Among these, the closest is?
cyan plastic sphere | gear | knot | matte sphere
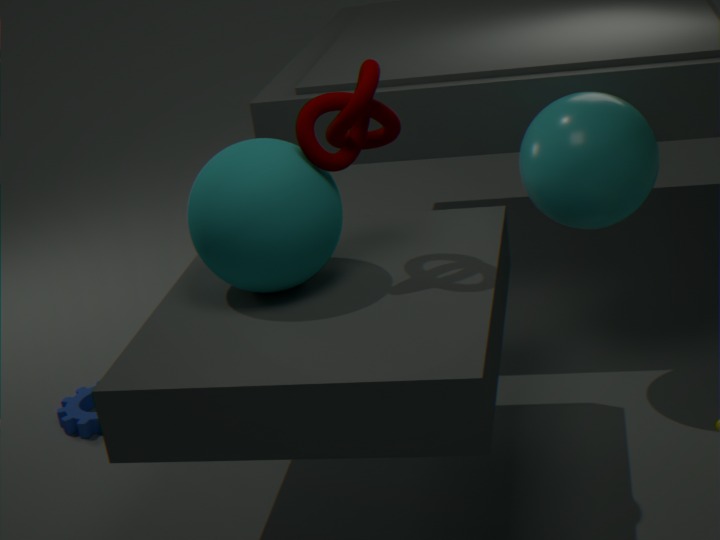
matte sphere
